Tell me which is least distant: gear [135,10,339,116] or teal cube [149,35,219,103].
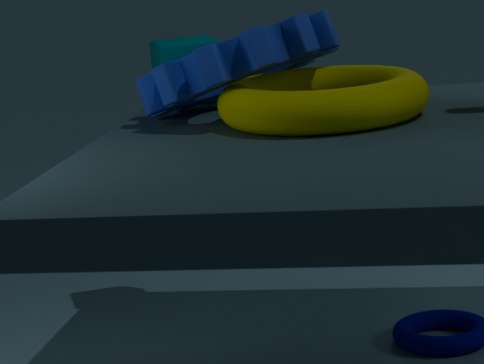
gear [135,10,339,116]
